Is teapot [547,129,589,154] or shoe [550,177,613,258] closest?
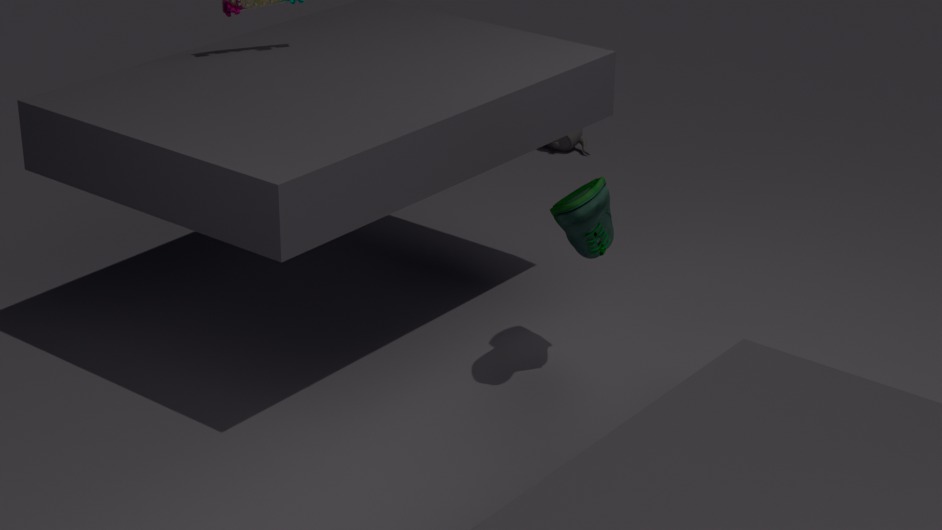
shoe [550,177,613,258]
